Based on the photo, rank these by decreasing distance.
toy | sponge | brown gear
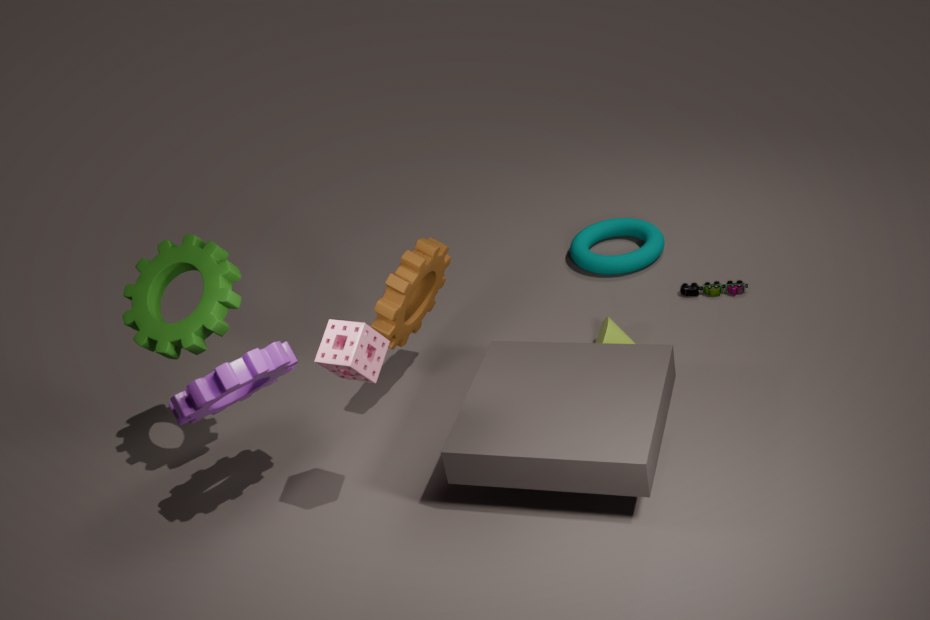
toy
brown gear
sponge
